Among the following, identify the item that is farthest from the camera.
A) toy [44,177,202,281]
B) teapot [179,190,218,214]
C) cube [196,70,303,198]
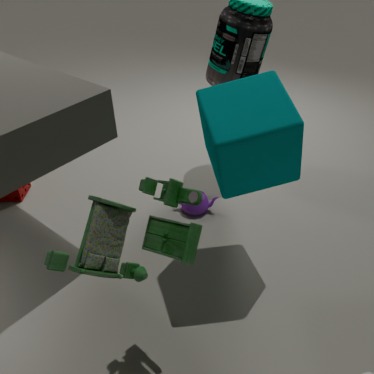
teapot [179,190,218,214]
